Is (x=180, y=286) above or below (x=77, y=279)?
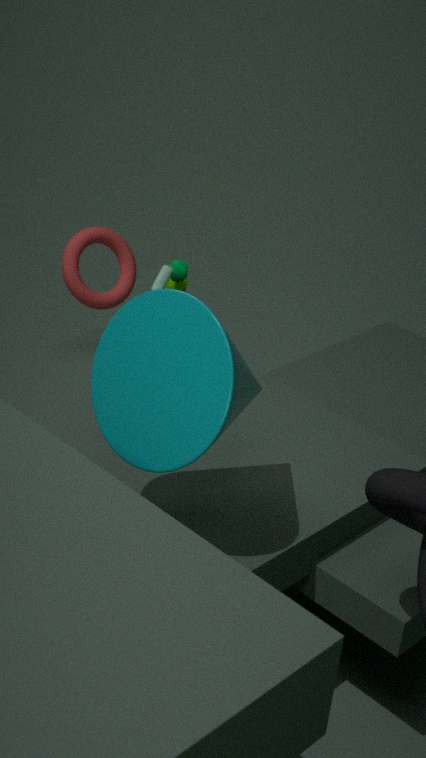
below
